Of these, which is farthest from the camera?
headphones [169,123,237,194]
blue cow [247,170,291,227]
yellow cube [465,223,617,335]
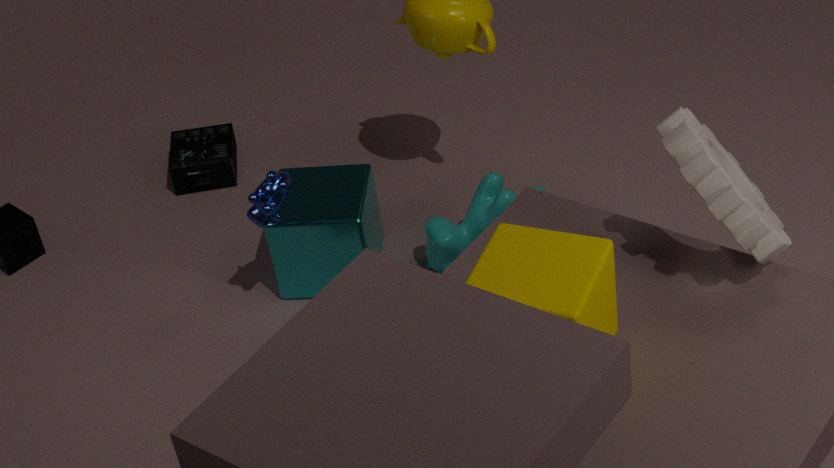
headphones [169,123,237,194]
